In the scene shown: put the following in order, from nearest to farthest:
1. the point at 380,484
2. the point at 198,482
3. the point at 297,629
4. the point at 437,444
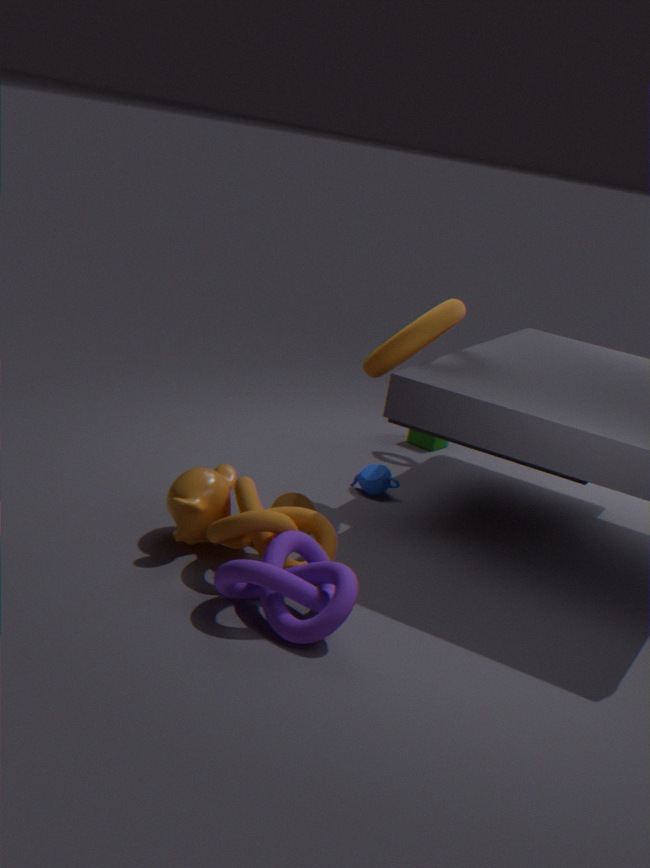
the point at 297,629 → the point at 198,482 → the point at 380,484 → the point at 437,444
